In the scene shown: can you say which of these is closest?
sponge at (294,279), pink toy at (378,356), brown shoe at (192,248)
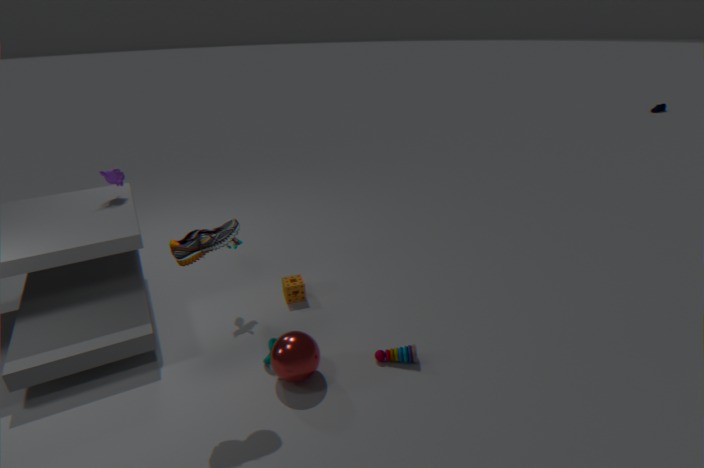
brown shoe at (192,248)
